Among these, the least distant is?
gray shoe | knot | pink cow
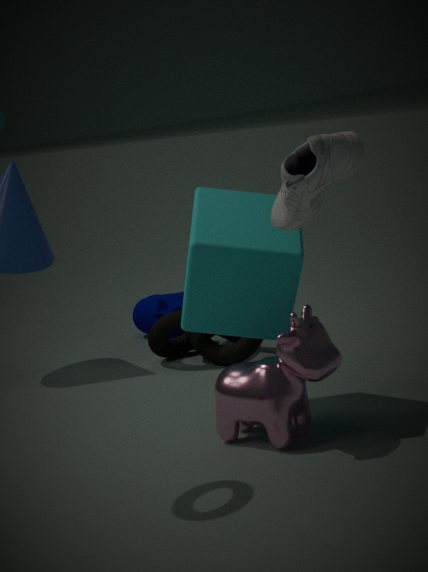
gray shoe
